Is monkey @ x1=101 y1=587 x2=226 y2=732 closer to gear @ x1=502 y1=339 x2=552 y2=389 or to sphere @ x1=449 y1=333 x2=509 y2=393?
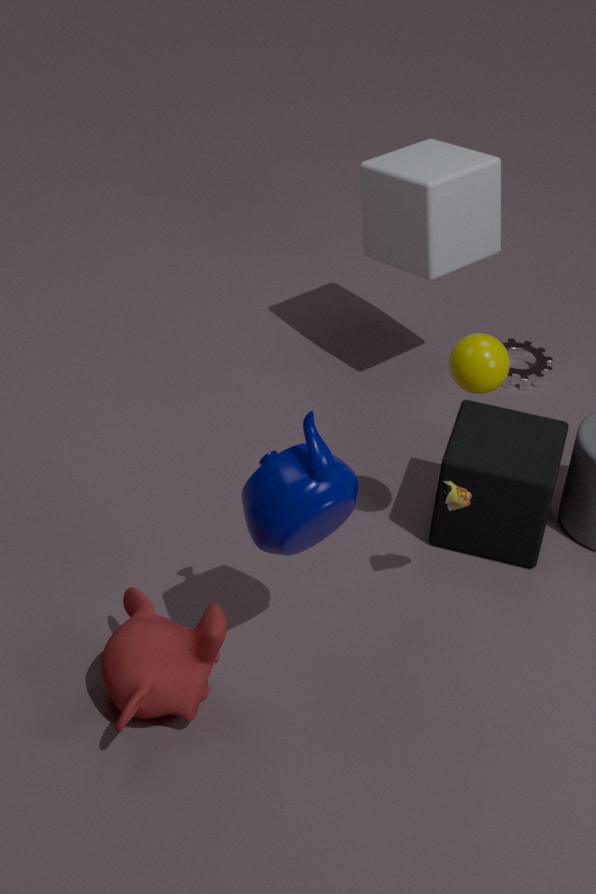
sphere @ x1=449 y1=333 x2=509 y2=393
